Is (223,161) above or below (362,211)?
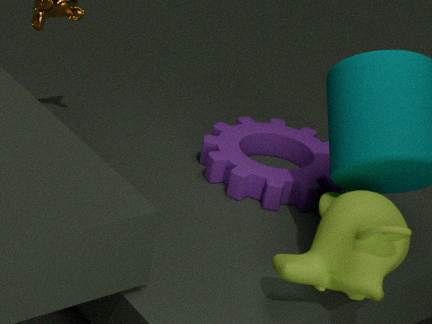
below
